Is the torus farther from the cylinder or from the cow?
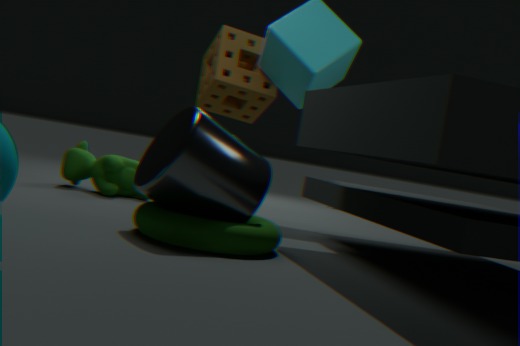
the cow
